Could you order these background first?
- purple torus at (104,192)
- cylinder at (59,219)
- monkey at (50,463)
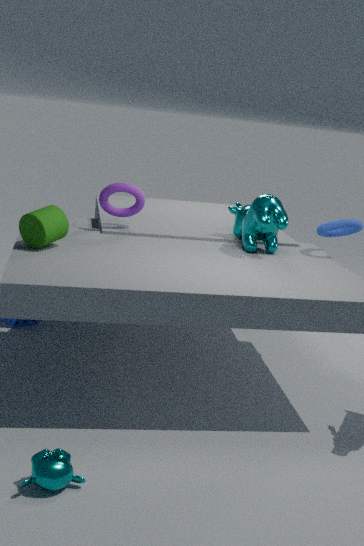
1. purple torus at (104,192)
2. cylinder at (59,219)
3. monkey at (50,463)
